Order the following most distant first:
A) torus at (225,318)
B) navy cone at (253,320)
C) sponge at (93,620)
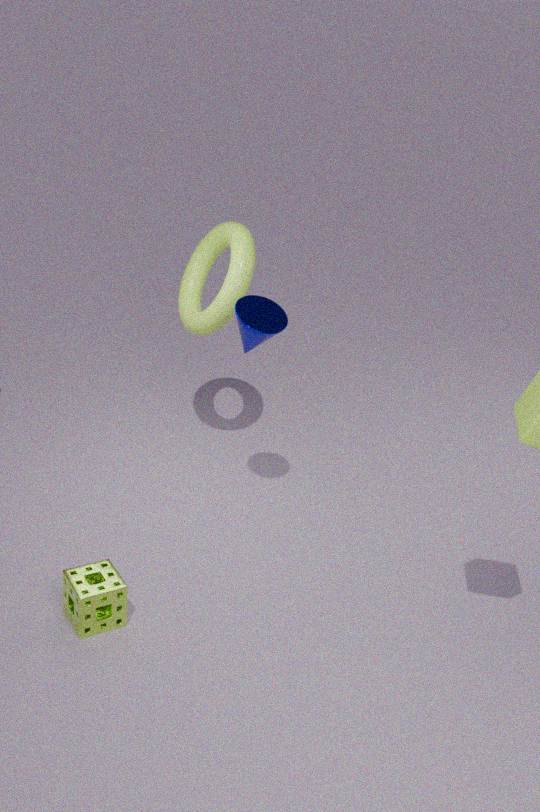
torus at (225,318) → navy cone at (253,320) → sponge at (93,620)
